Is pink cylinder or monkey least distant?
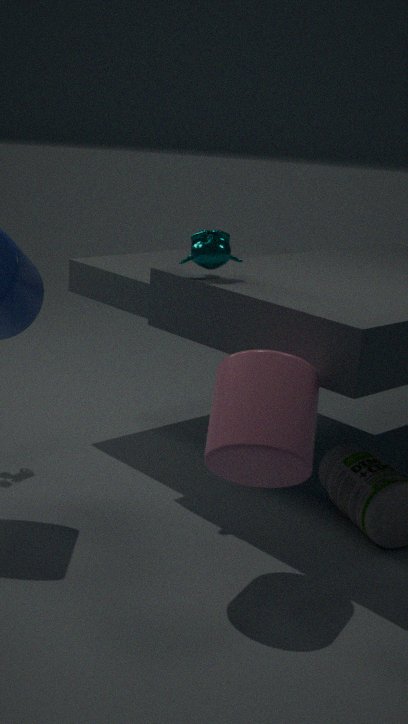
pink cylinder
